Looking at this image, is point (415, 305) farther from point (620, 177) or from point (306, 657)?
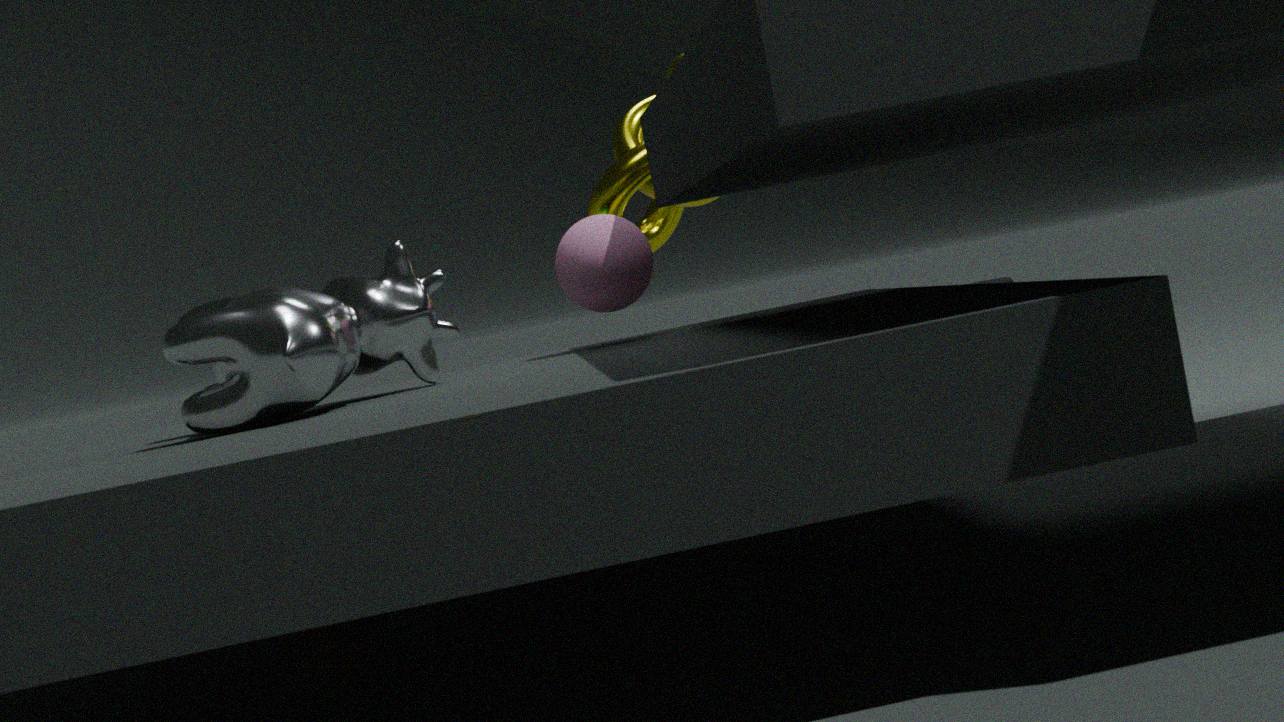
point (620, 177)
